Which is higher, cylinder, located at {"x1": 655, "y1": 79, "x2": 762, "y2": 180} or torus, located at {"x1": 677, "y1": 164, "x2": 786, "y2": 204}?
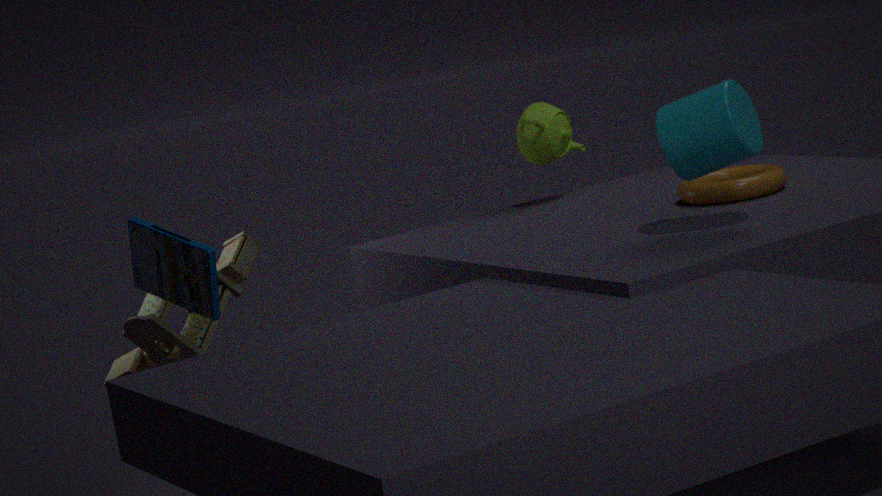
cylinder, located at {"x1": 655, "y1": 79, "x2": 762, "y2": 180}
